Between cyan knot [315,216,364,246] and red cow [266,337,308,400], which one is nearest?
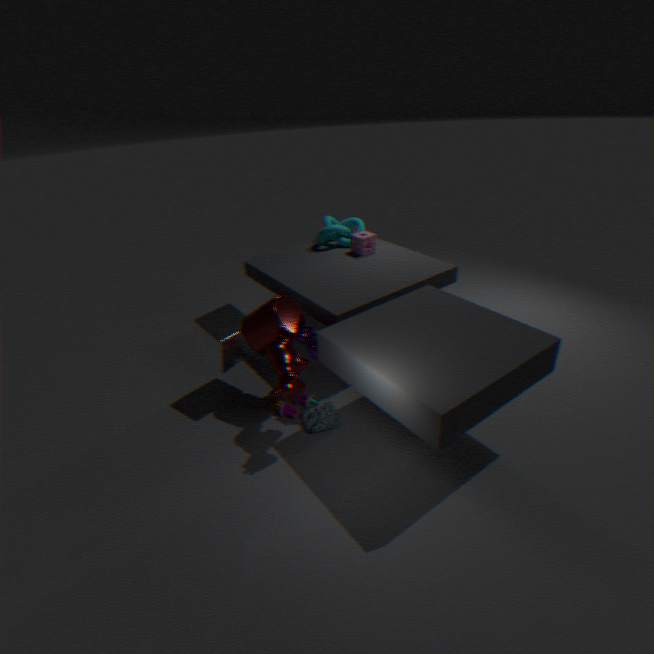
red cow [266,337,308,400]
